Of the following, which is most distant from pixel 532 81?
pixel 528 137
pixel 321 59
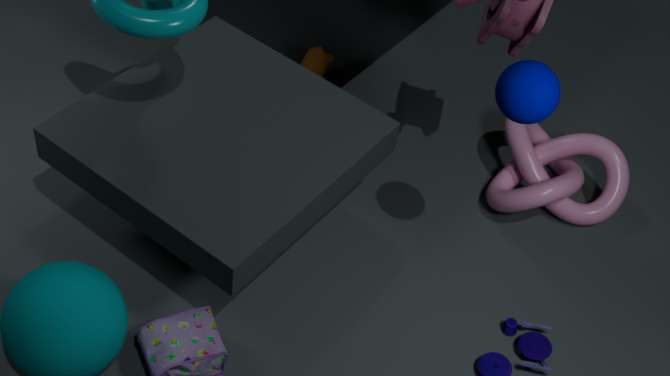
pixel 321 59
